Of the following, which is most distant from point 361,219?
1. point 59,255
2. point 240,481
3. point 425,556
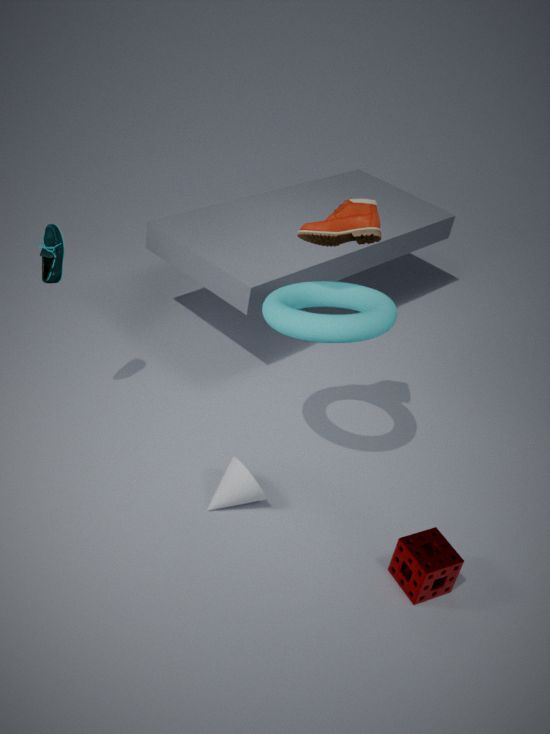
point 425,556
